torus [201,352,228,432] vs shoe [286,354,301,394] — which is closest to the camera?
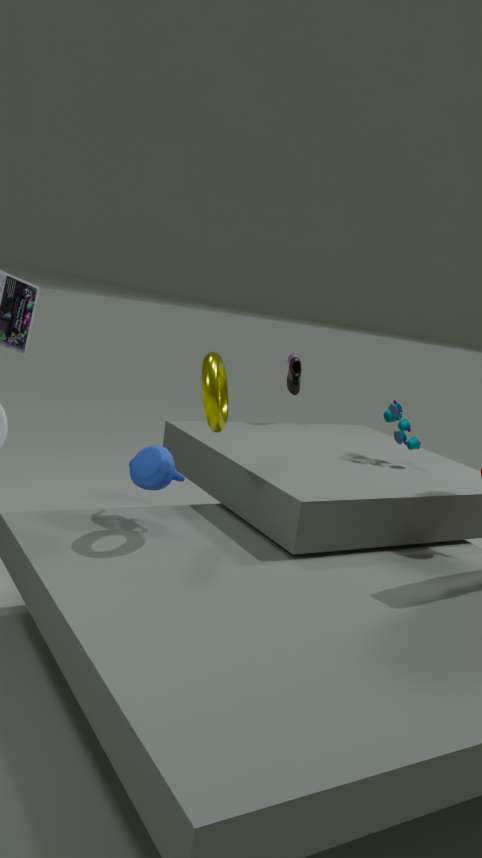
torus [201,352,228,432]
